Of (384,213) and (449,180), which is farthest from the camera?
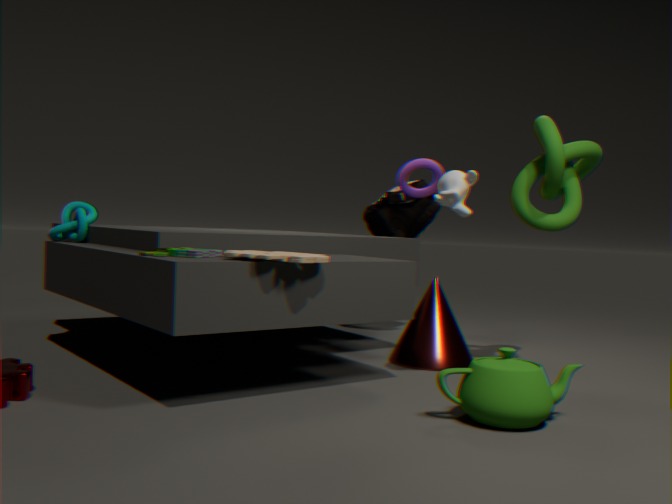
(384,213)
